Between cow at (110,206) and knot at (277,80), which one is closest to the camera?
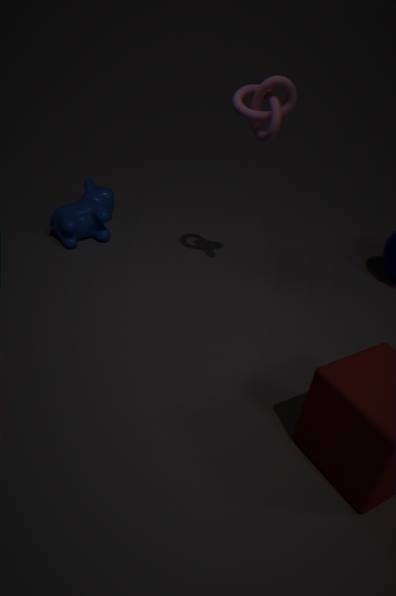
knot at (277,80)
